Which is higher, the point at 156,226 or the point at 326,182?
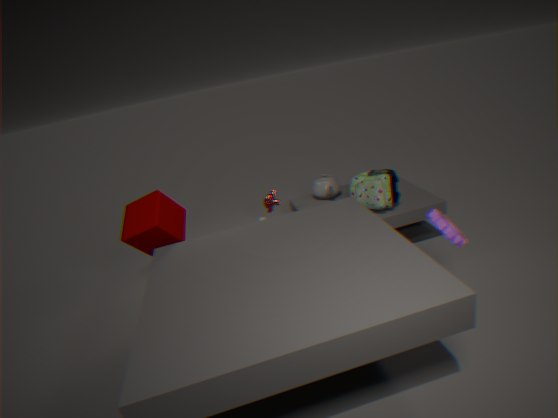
the point at 156,226
